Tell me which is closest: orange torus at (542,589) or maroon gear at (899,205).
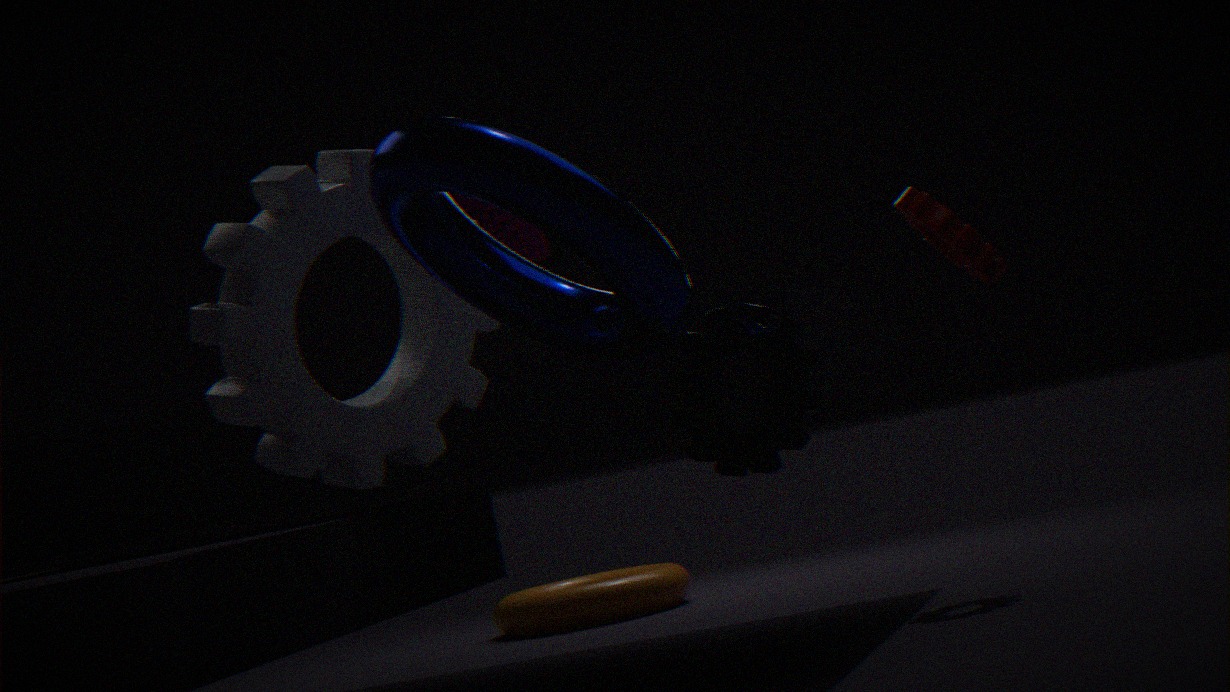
maroon gear at (899,205)
